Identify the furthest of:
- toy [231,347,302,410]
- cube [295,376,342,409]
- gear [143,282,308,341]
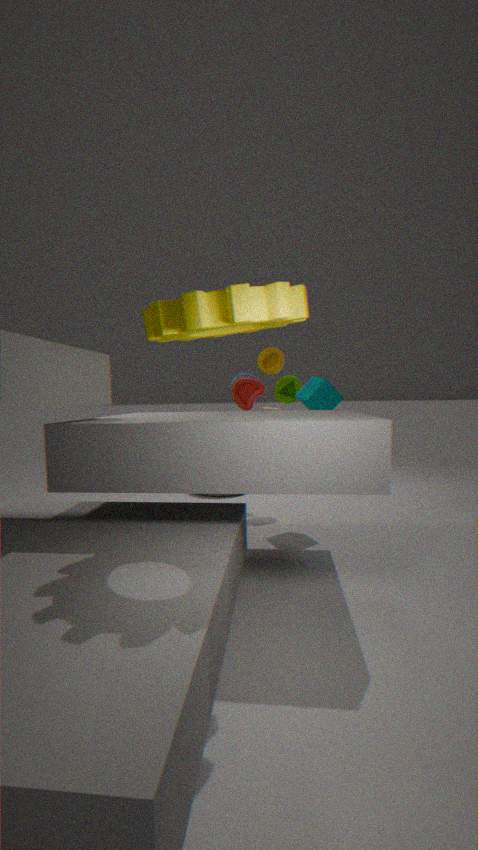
toy [231,347,302,410]
